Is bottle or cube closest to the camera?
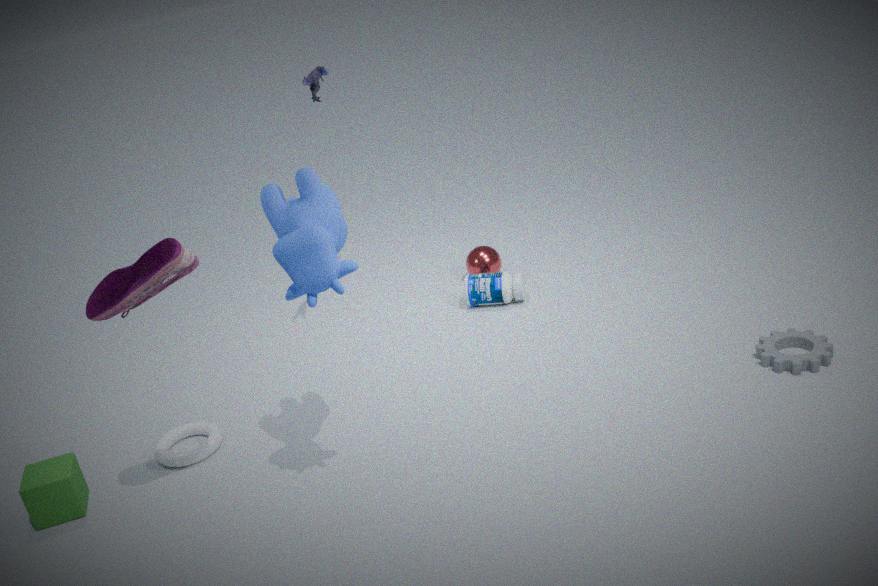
cube
